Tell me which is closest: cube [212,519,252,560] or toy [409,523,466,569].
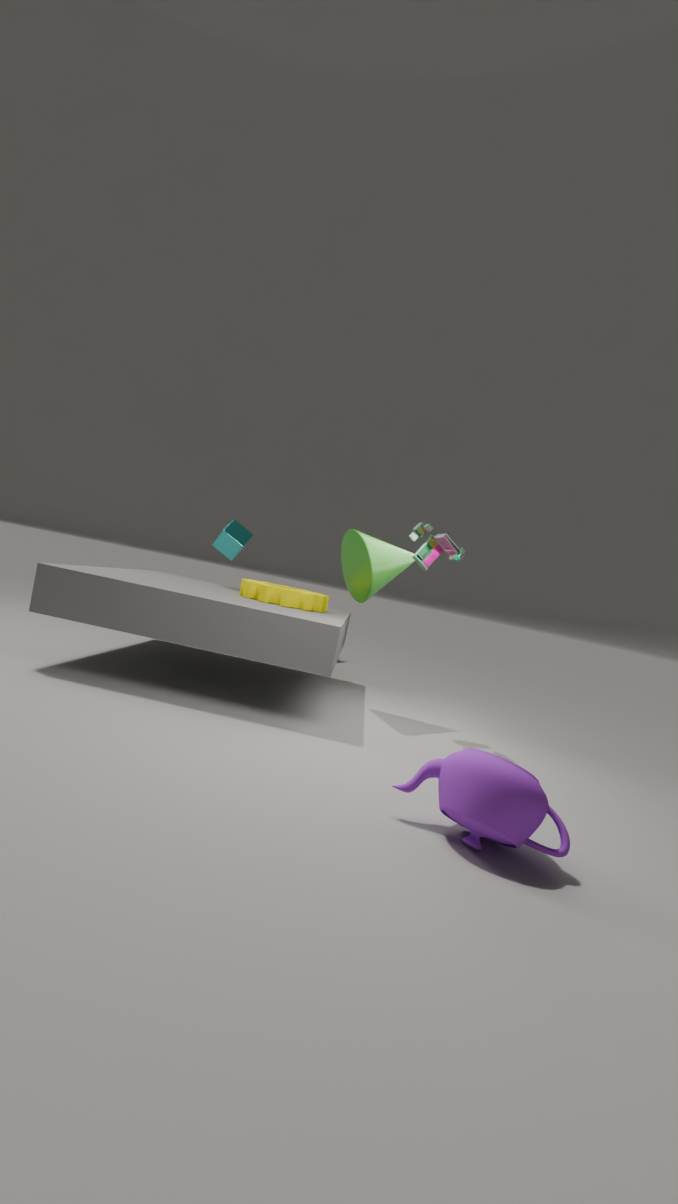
toy [409,523,466,569]
